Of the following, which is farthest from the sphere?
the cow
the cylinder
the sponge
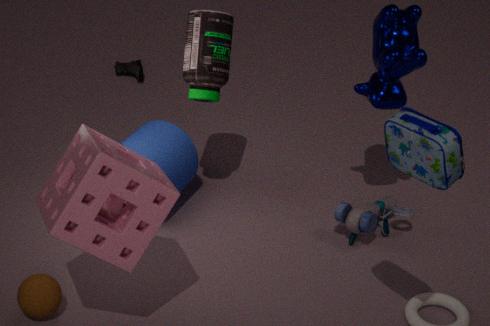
the cow
